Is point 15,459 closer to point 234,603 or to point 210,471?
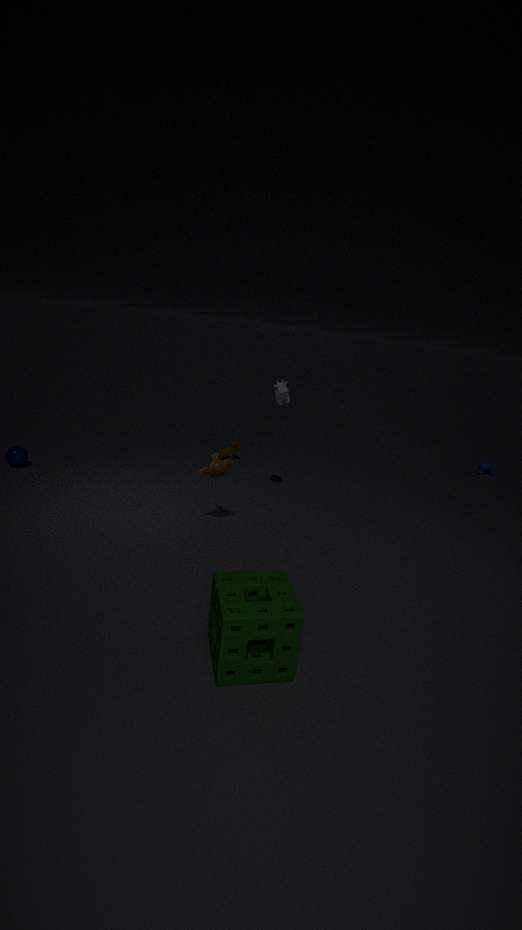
point 210,471
